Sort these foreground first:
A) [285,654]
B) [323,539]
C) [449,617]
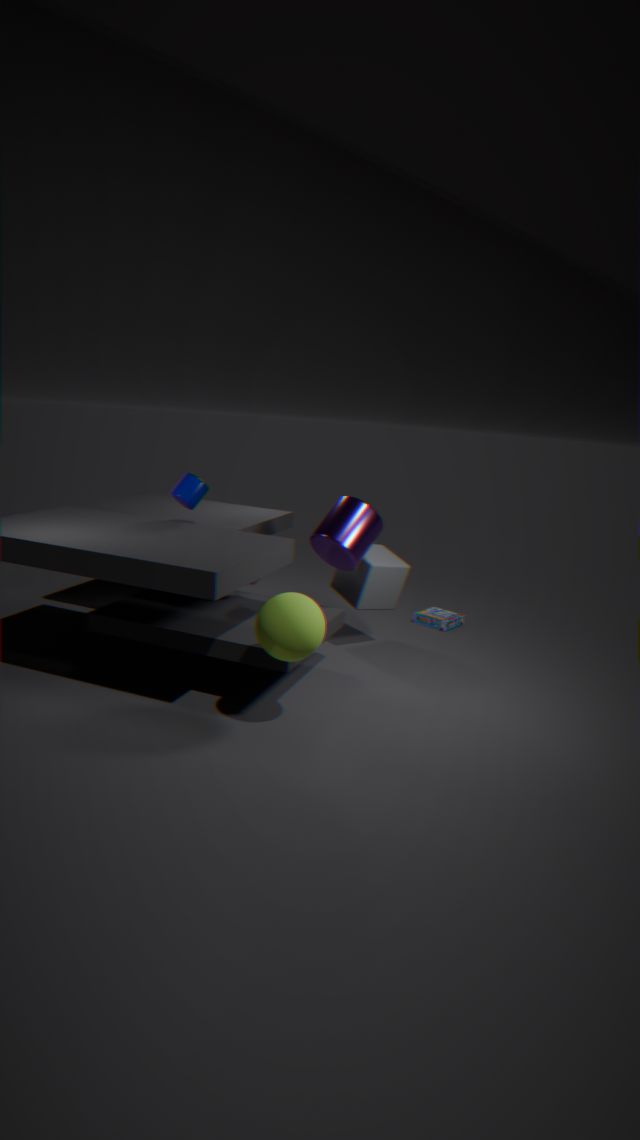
[285,654], [323,539], [449,617]
